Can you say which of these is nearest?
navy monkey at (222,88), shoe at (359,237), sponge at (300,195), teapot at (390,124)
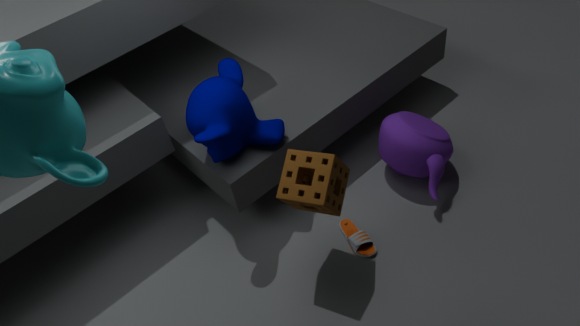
sponge at (300,195)
